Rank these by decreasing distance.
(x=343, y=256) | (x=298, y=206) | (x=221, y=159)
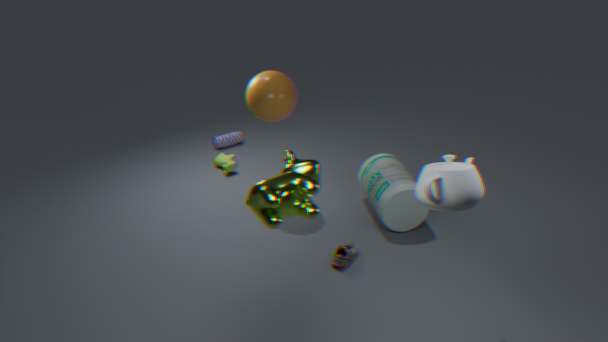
(x=221, y=159) < (x=343, y=256) < (x=298, y=206)
